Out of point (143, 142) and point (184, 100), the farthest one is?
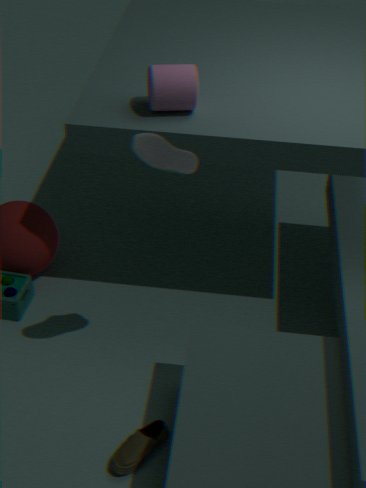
point (184, 100)
